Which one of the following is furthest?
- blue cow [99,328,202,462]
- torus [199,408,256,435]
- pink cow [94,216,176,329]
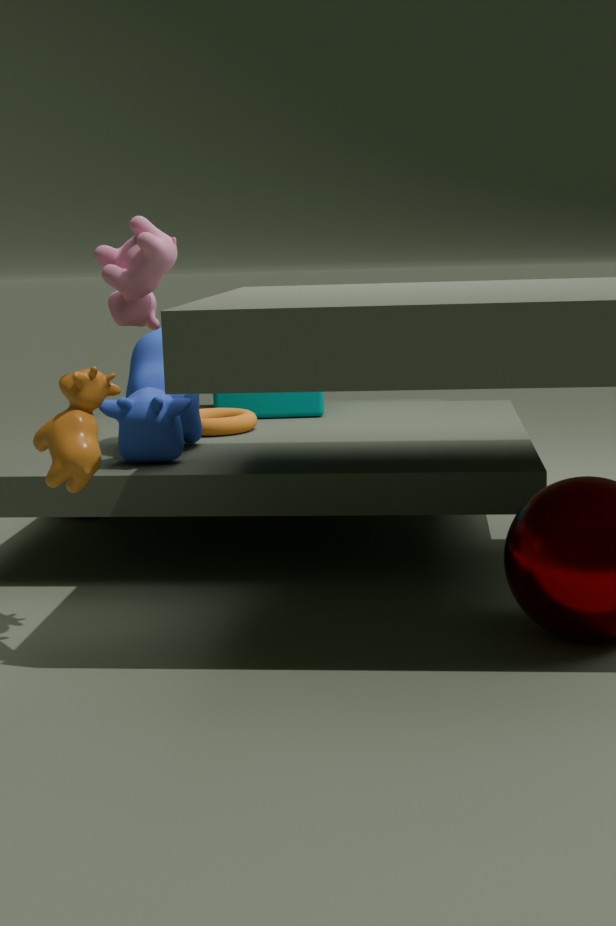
torus [199,408,256,435]
